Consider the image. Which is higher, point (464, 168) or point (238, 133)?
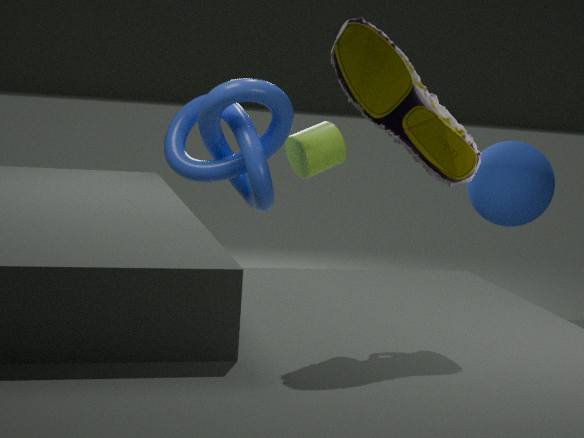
point (464, 168)
